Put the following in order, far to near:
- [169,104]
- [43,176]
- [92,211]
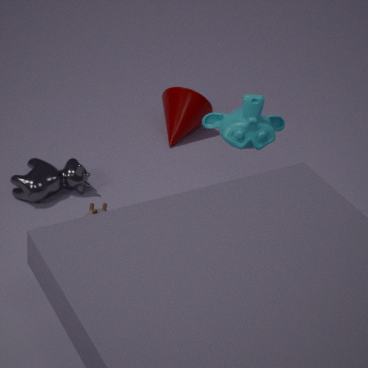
1. [169,104]
2. [43,176]
3. [92,211]
